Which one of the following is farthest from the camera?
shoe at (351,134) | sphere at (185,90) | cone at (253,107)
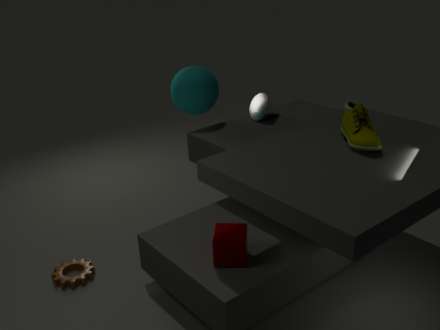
cone at (253,107)
